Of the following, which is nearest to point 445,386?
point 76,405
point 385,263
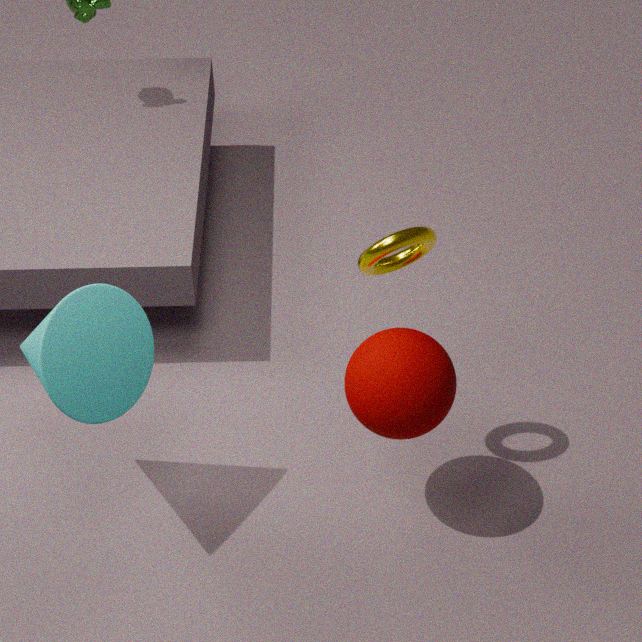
point 385,263
